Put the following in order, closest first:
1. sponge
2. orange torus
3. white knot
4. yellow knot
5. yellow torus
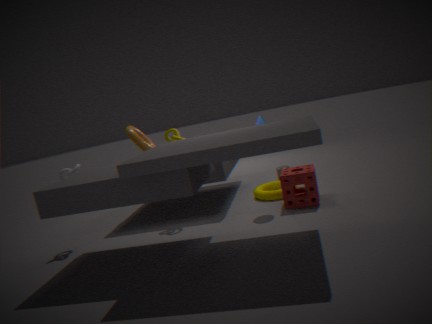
sponge
white knot
yellow knot
yellow torus
orange torus
